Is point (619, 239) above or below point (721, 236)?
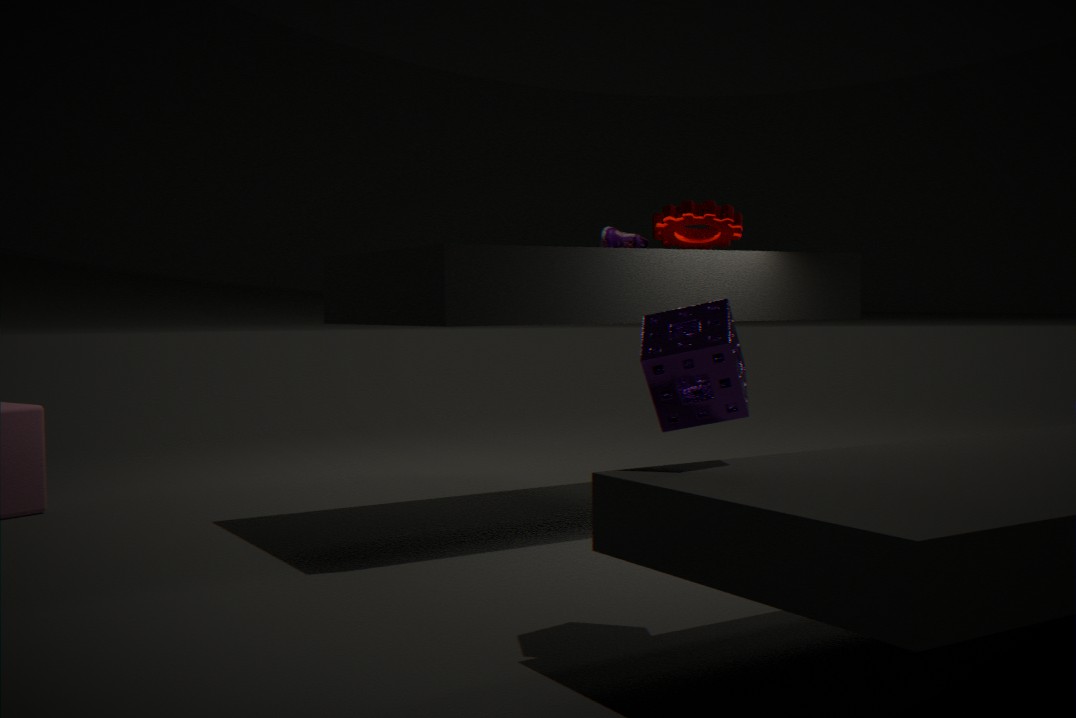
below
